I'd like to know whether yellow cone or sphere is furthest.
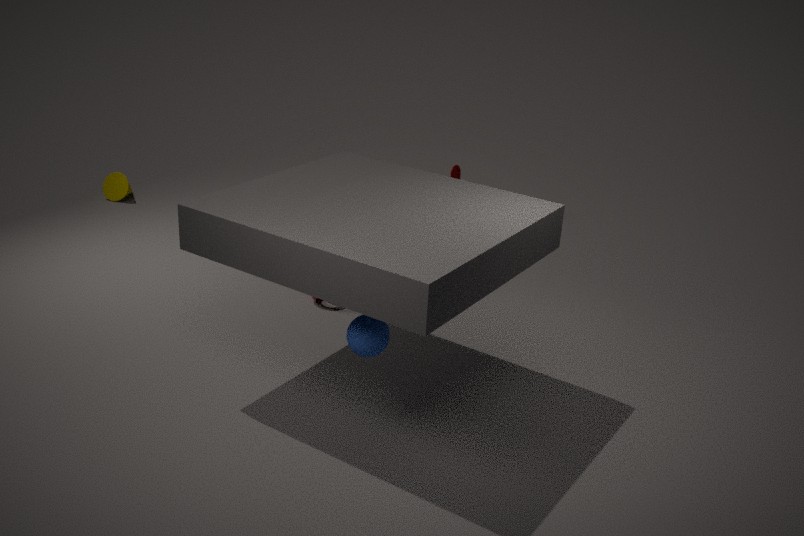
yellow cone
